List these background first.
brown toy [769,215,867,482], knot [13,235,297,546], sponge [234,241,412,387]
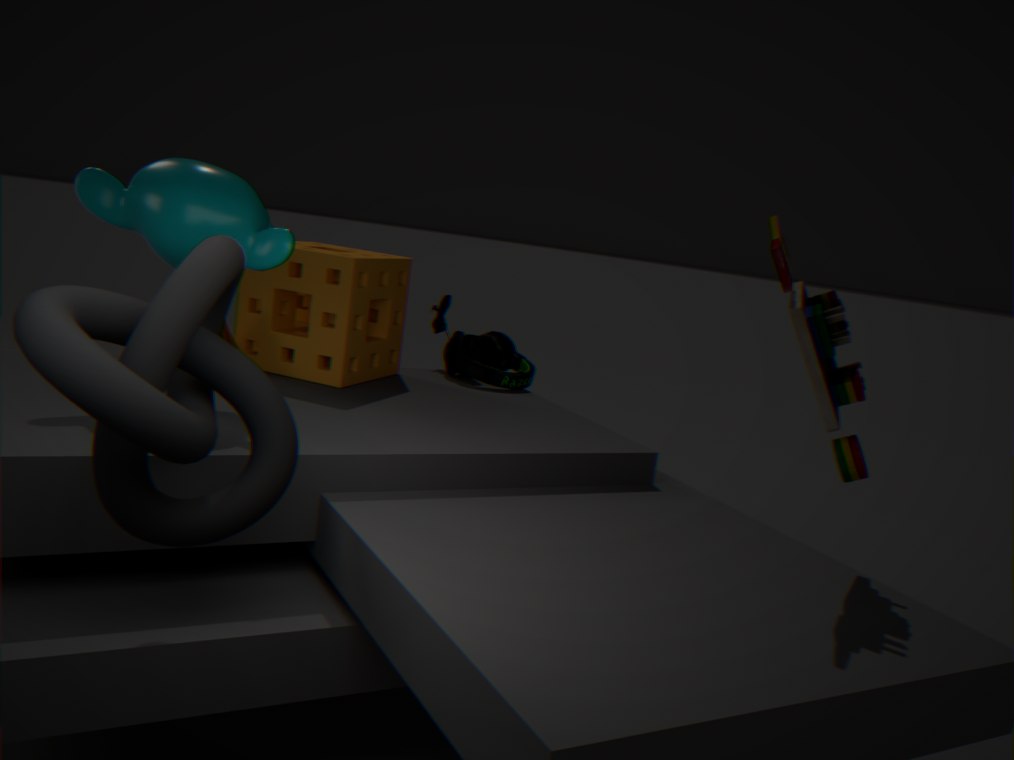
sponge [234,241,412,387]
brown toy [769,215,867,482]
knot [13,235,297,546]
